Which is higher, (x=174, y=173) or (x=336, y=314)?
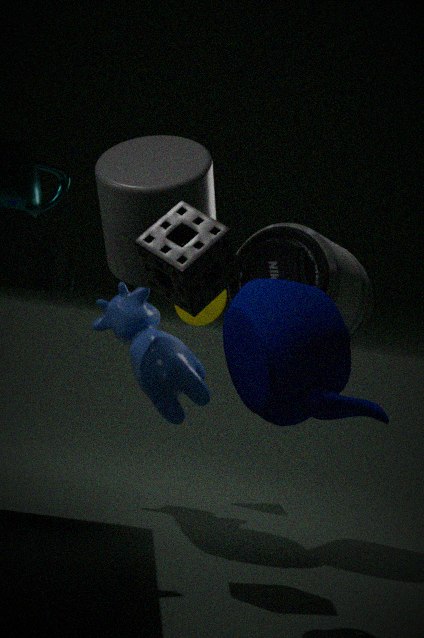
(x=174, y=173)
